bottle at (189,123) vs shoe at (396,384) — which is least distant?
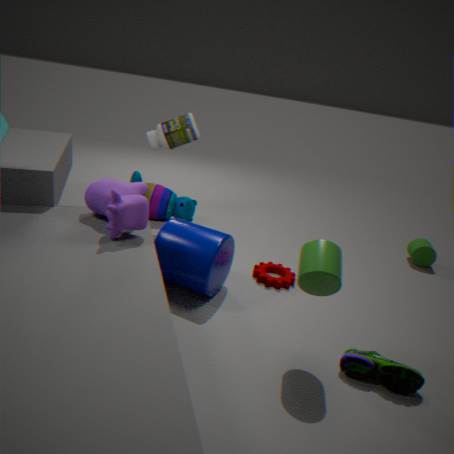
shoe at (396,384)
